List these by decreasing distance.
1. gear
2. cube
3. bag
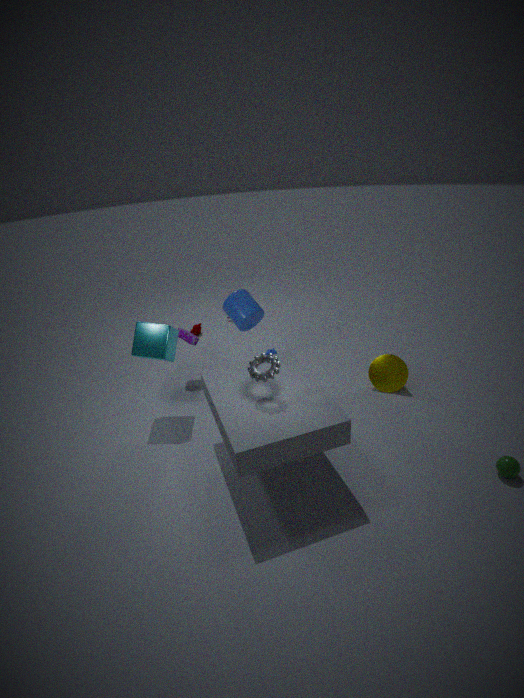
bag
cube
gear
